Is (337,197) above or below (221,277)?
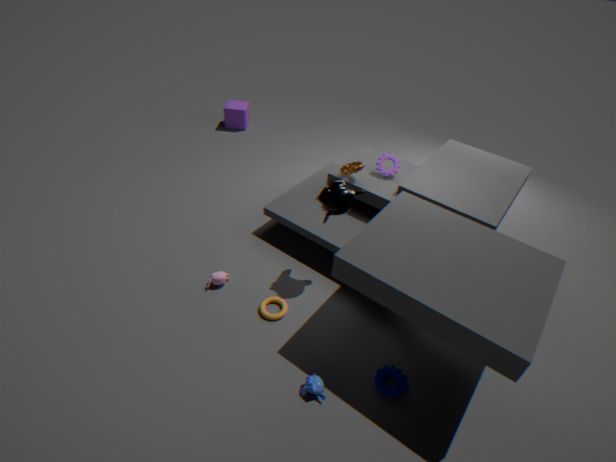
above
